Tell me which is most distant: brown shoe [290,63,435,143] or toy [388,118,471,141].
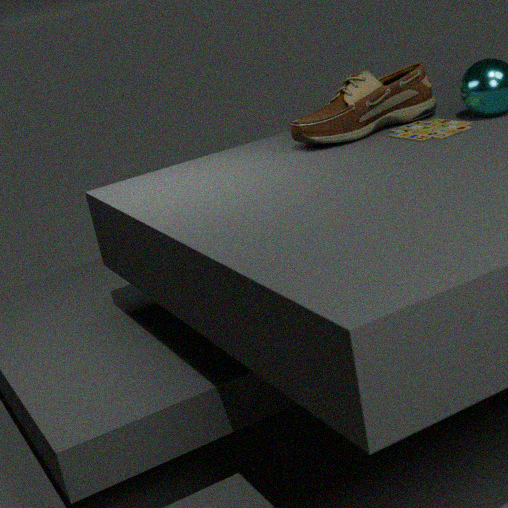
brown shoe [290,63,435,143]
